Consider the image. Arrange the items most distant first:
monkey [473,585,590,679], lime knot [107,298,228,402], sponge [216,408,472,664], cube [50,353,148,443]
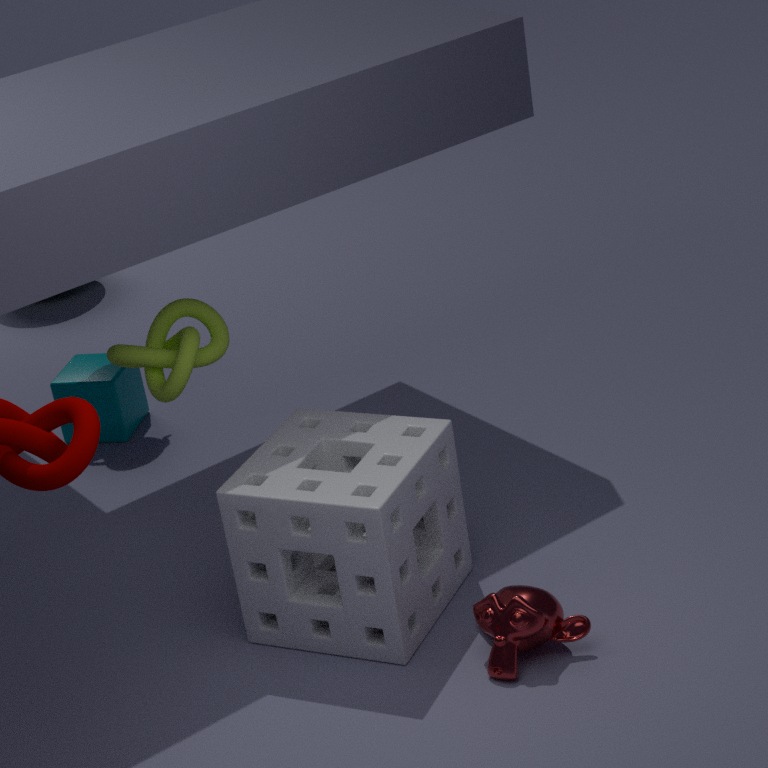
1. cube [50,353,148,443]
2. lime knot [107,298,228,402]
3. sponge [216,408,472,664]
4. monkey [473,585,590,679]
